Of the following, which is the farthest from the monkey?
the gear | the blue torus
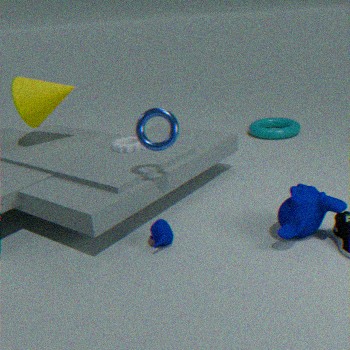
the gear
